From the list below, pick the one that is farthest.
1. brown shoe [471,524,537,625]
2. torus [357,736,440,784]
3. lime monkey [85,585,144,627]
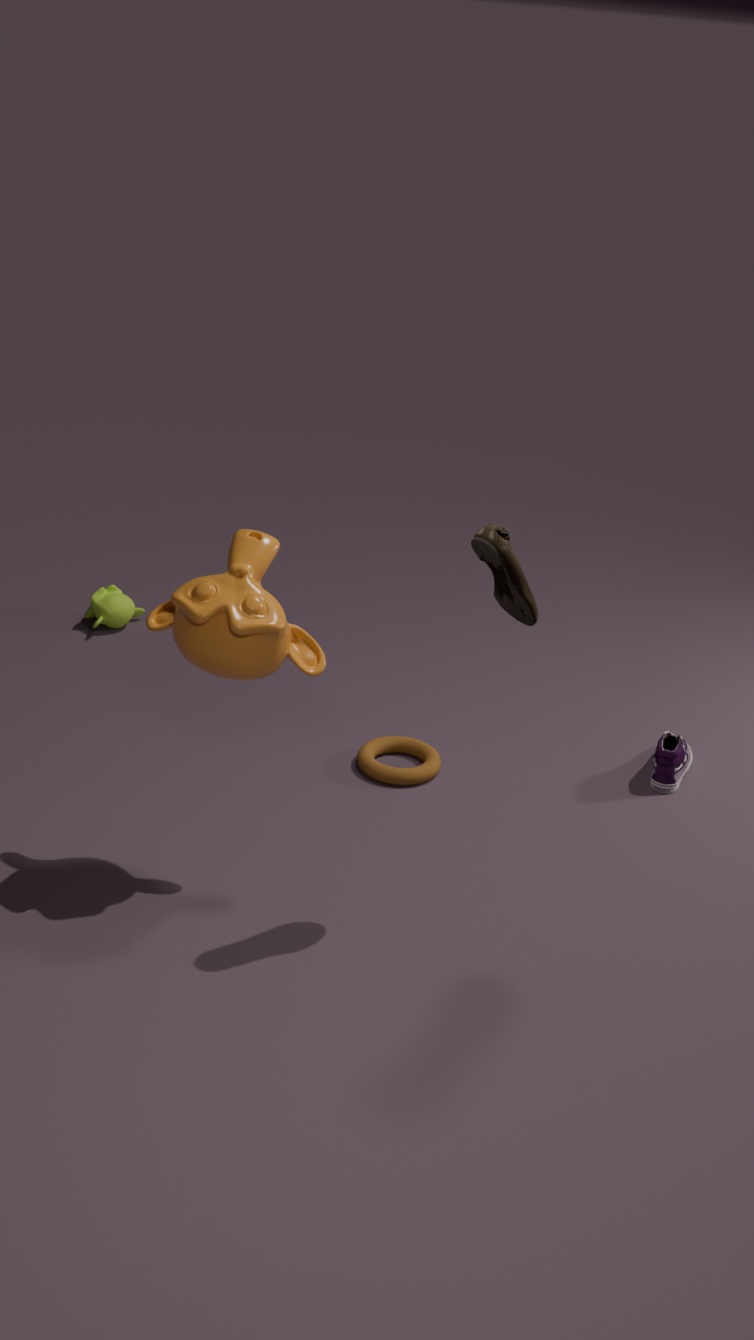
lime monkey [85,585,144,627]
